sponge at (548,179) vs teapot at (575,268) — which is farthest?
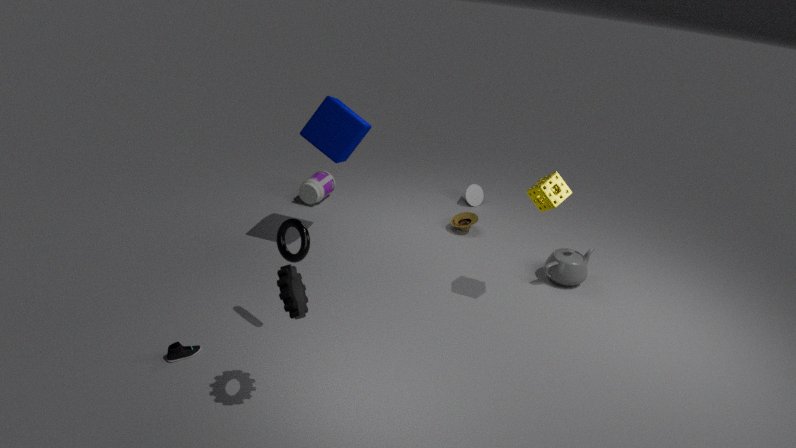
teapot at (575,268)
